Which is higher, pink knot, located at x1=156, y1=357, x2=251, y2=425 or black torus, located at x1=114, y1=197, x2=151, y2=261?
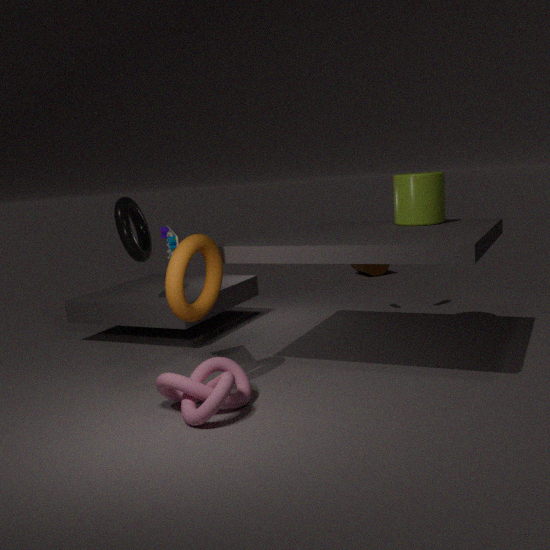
black torus, located at x1=114, y1=197, x2=151, y2=261
